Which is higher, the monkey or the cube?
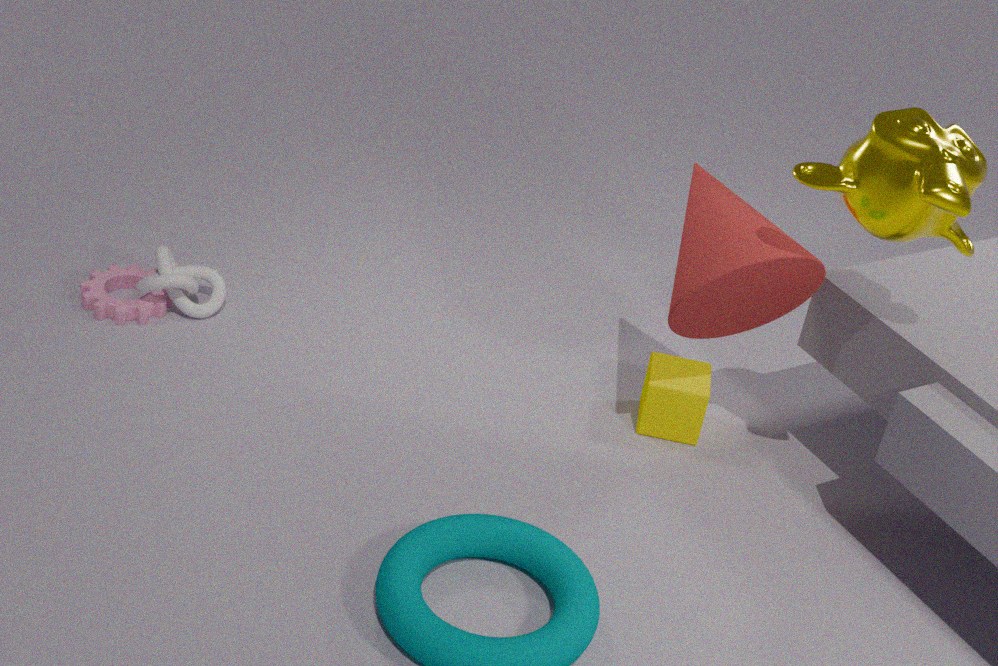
the monkey
